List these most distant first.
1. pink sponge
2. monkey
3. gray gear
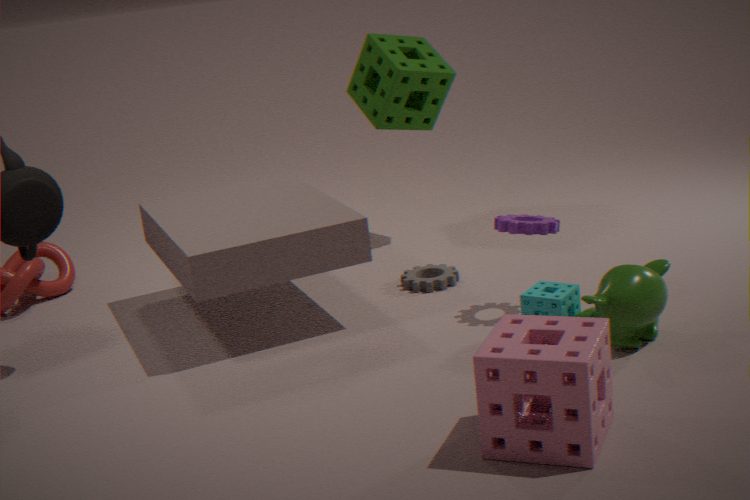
gray gear
monkey
pink sponge
